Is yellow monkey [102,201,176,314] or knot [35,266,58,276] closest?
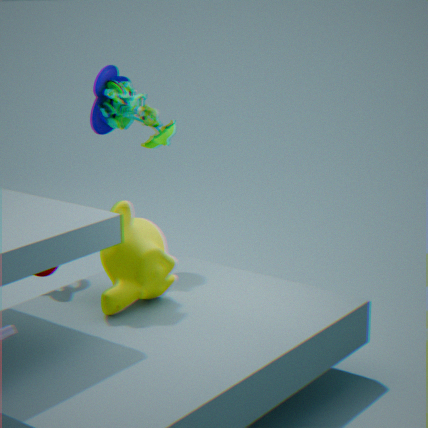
yellow monkey [102,201,176,314]
